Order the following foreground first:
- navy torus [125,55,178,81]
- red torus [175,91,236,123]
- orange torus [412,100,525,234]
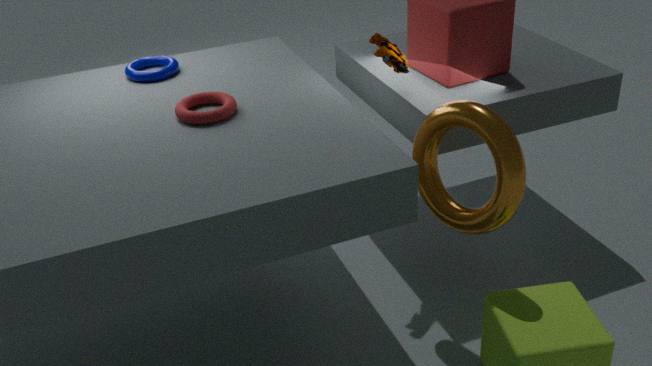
1. orange torus [412,100,525,234]
2. red torus [175,91,236,123]
3. navy torus [125,55,178,81]
